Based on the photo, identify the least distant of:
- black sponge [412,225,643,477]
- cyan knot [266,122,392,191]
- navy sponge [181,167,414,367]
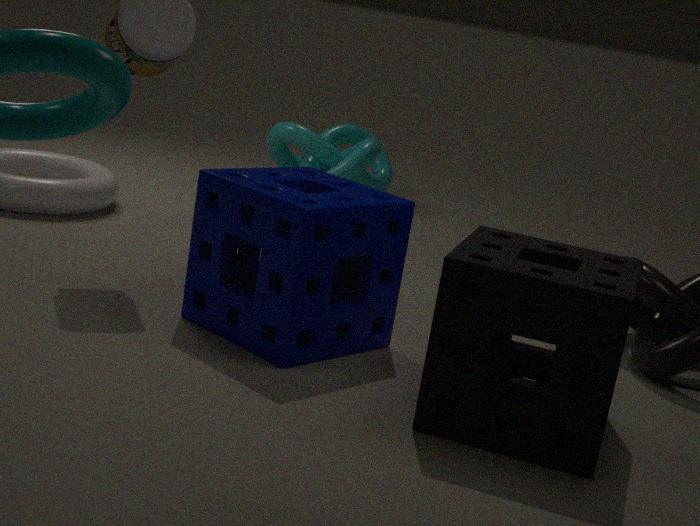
black sponge [412,225,643,477]
